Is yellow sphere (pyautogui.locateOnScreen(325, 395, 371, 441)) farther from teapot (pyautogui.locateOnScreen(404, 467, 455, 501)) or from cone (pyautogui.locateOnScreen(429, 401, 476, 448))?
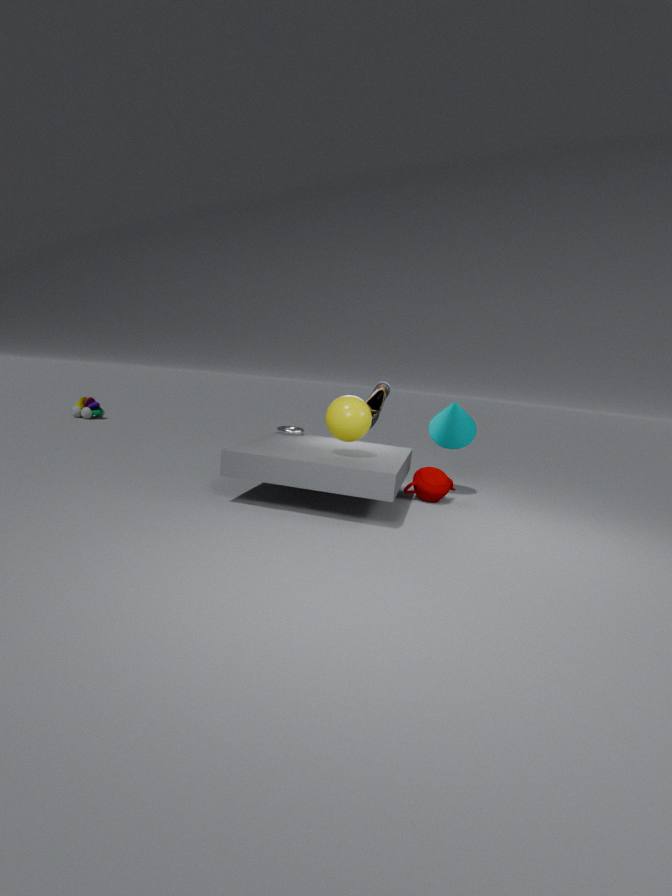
cone (pyautogui.locateOnScreen(429, 401, 476, 448))
